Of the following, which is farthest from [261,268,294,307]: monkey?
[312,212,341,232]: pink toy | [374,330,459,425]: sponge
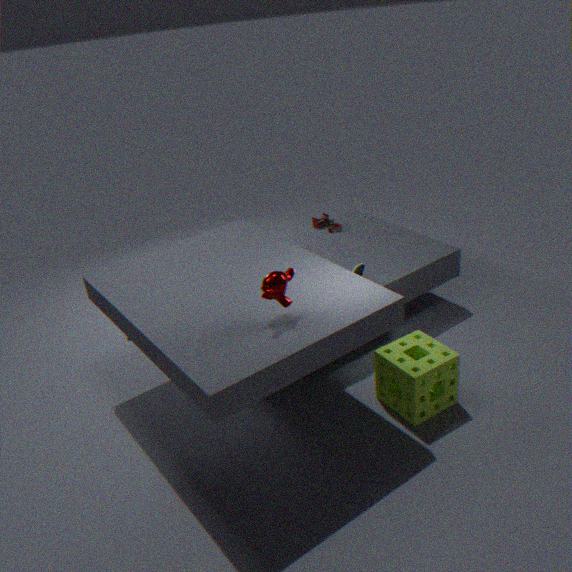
[312,212,341,232]: pink toy
